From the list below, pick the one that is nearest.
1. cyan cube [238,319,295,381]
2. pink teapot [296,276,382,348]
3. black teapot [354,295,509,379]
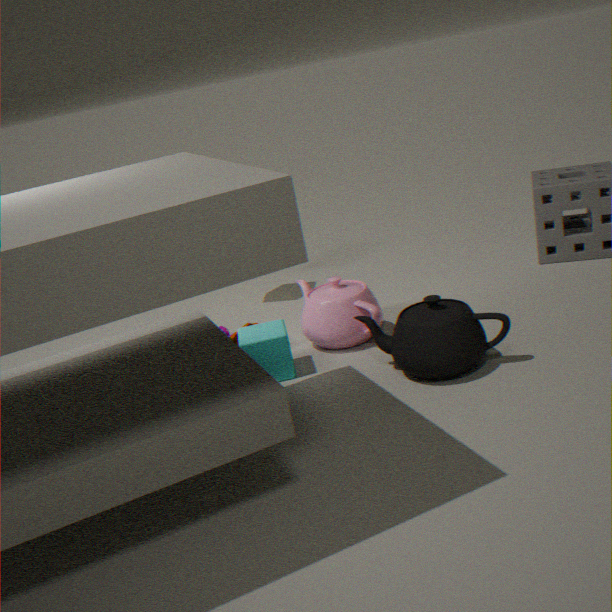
black teapot [354,295,509,379]
